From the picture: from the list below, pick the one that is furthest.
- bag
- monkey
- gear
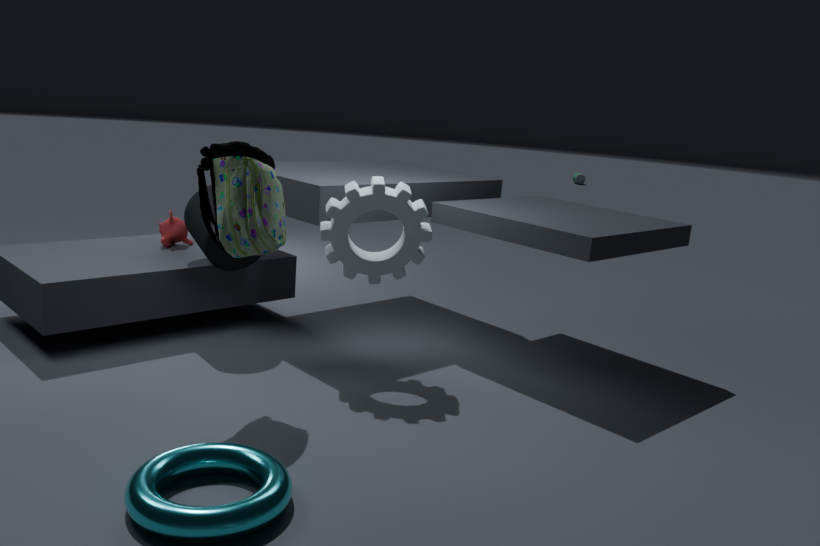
monkey
